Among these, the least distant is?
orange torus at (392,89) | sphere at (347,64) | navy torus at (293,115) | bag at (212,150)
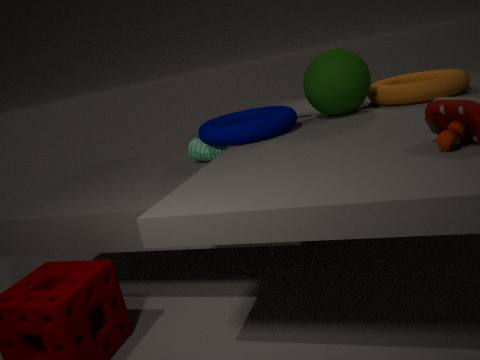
navy torus at (293,115)
